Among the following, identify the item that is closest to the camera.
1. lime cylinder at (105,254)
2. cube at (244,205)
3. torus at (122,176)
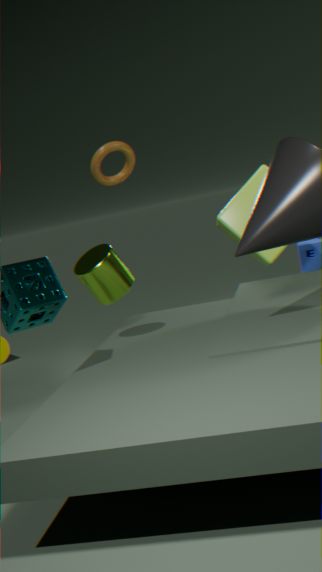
lime cylinder at (105,254)
